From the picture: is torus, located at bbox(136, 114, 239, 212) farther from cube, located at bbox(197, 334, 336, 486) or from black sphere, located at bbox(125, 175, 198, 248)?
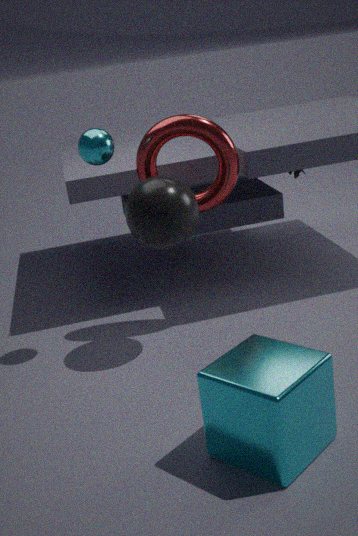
cube, located at bbox(197, 334, 336, 486)
